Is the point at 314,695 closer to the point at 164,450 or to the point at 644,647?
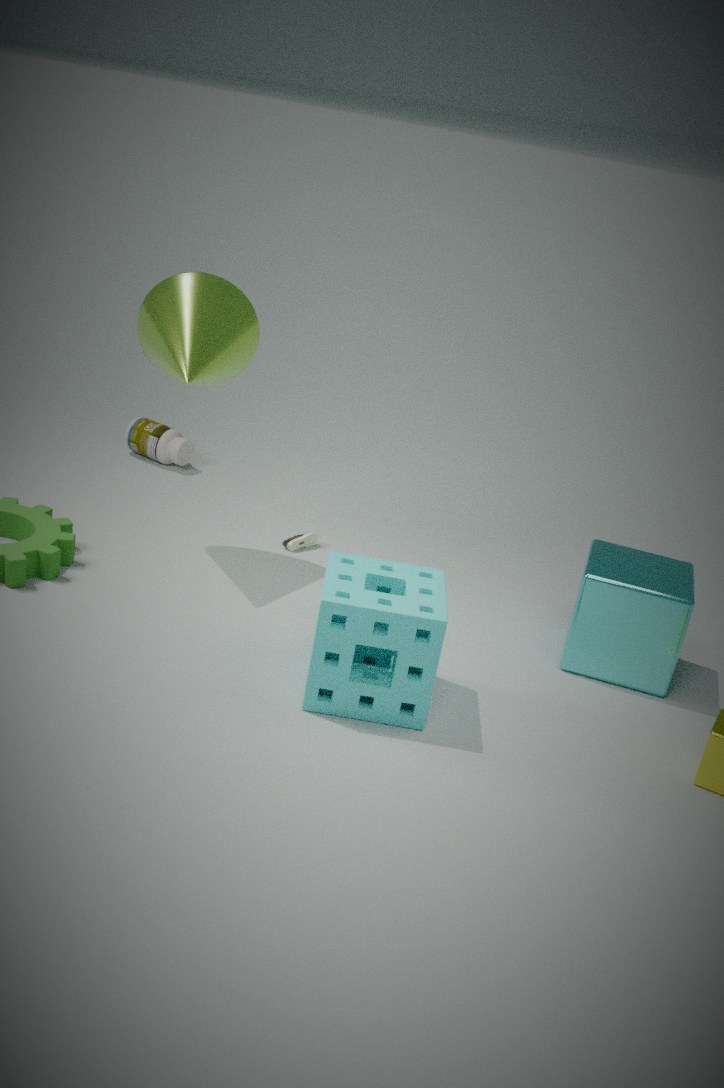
the point at 644,647
